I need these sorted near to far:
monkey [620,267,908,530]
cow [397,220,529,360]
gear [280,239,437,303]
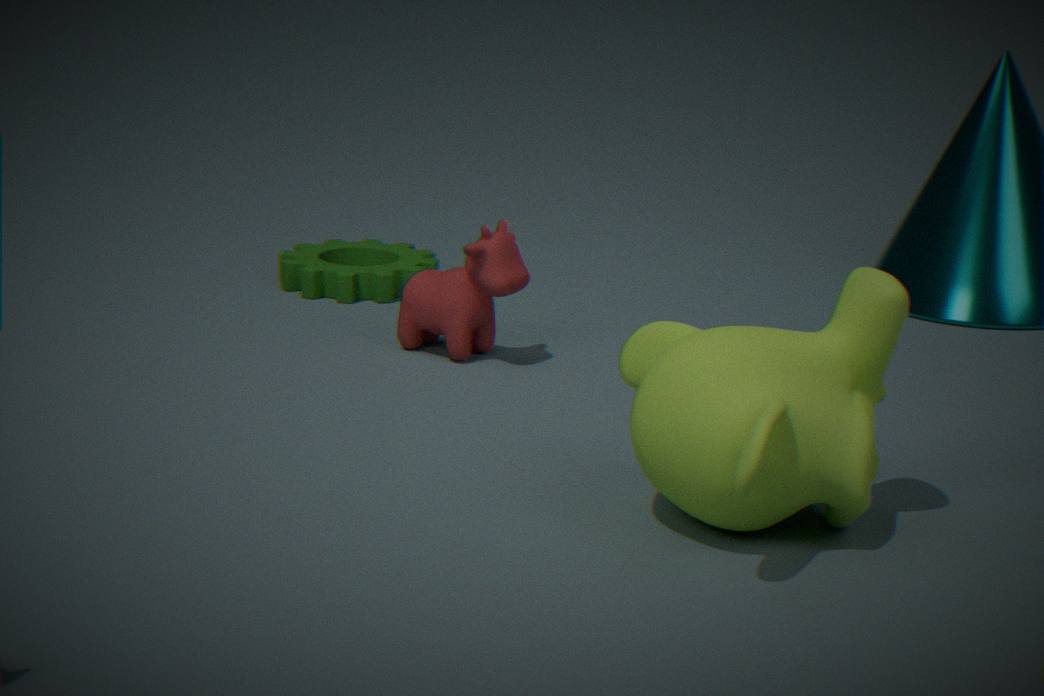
monkey [620,267,908,530] < cow [397,220,529,360] < gear [280,239,437,303]
